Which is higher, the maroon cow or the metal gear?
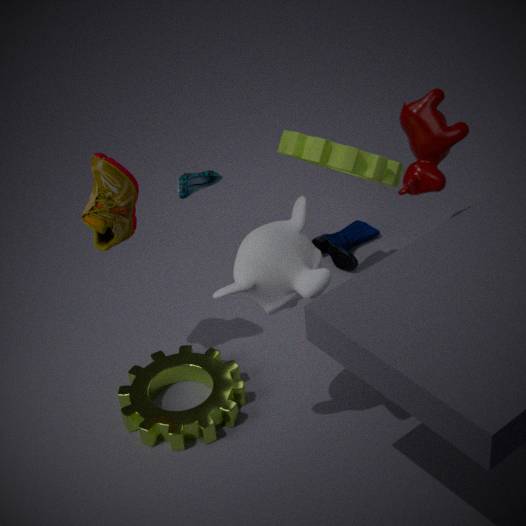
the maroon cow
